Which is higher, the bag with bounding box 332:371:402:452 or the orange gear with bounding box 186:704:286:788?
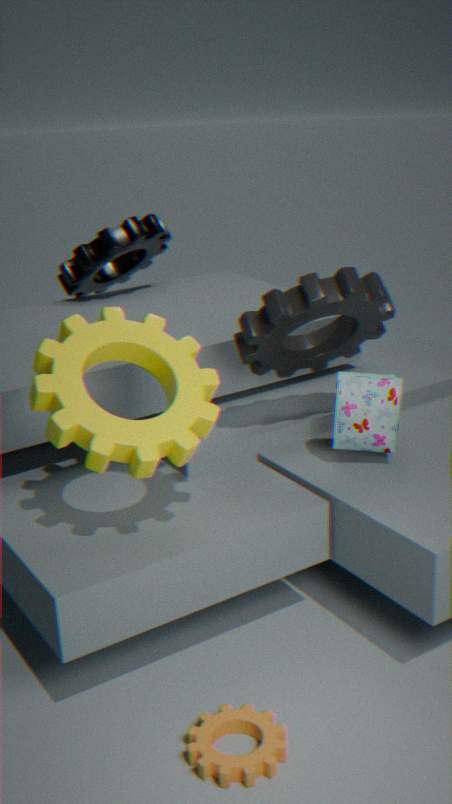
the bag with bounding box 332:371:402:452
